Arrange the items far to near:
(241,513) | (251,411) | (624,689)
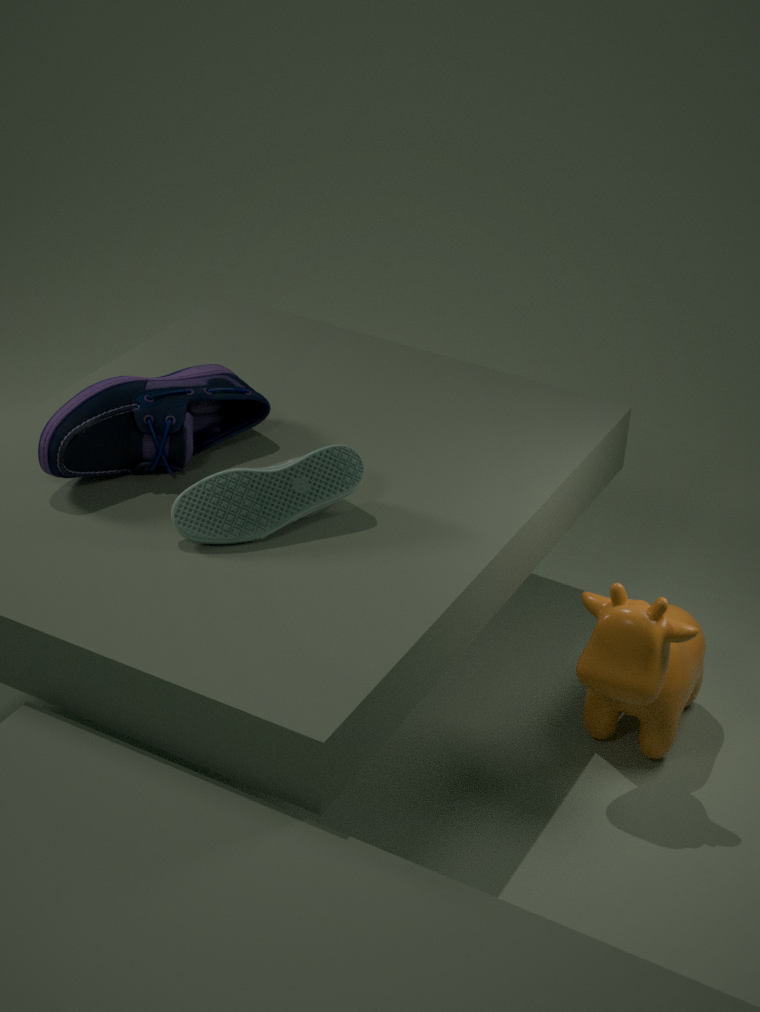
1. (251,411)
2. (624,689)
3. (241,513)
